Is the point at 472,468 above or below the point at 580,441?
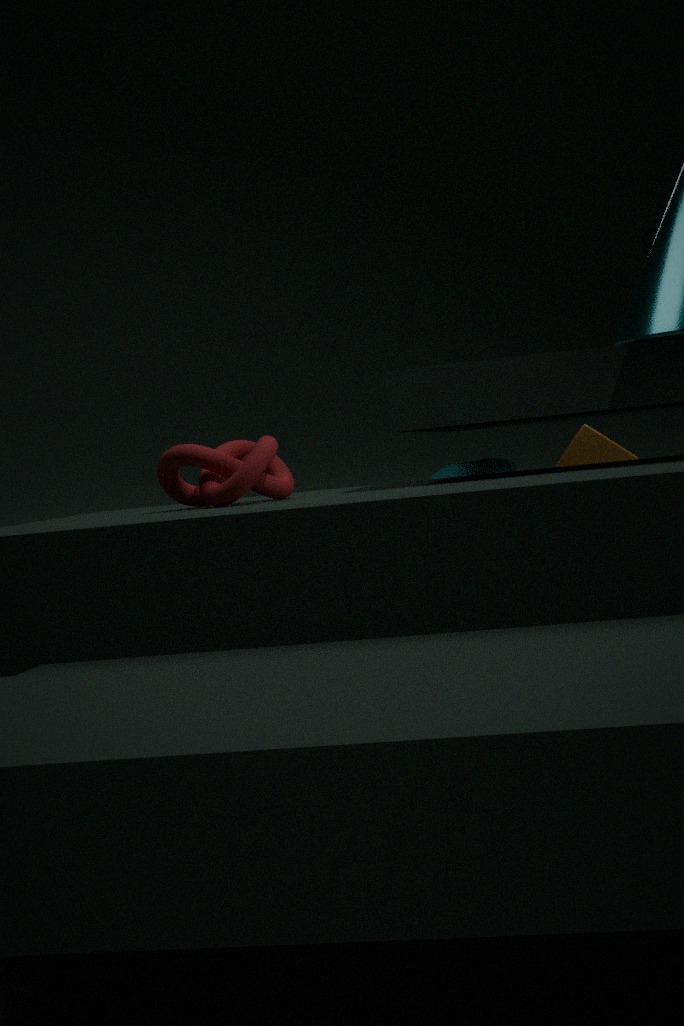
below
